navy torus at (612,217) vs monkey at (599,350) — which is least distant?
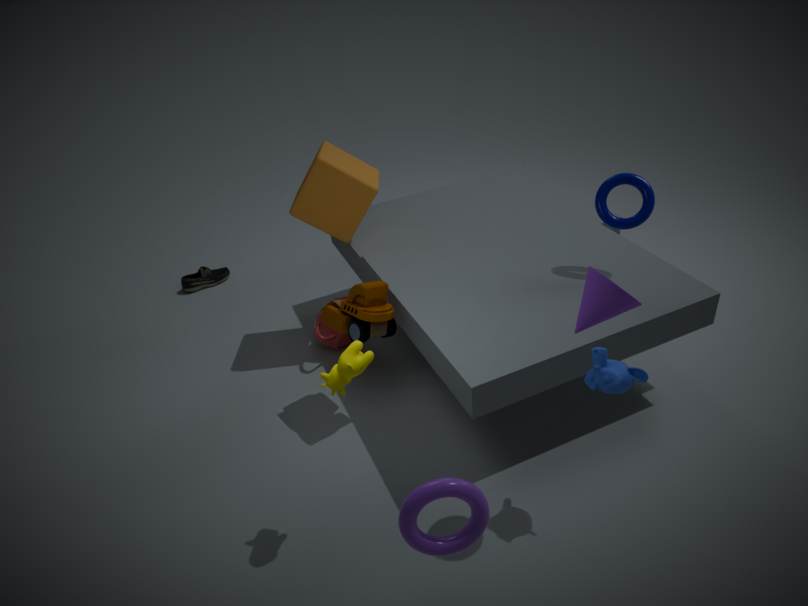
monkey at (599,350)
